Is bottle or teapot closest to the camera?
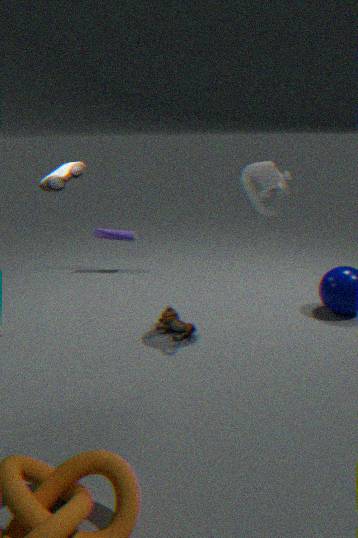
teapot
